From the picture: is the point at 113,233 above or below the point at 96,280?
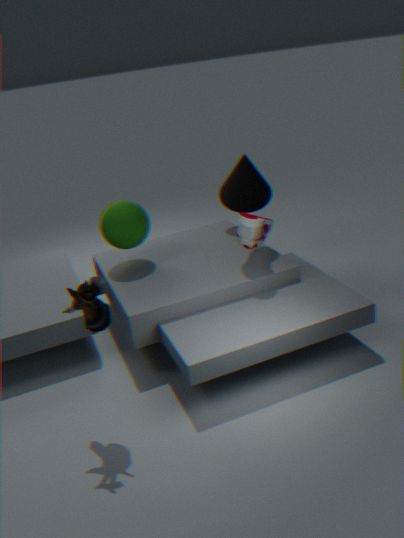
below
